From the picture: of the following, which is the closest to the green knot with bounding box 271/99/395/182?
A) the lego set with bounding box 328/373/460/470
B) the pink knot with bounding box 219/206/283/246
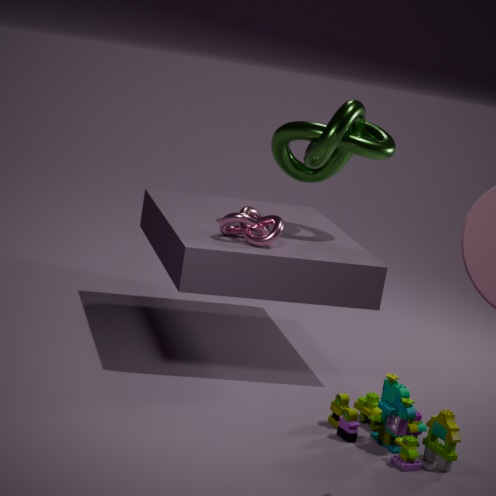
the pink knot with bounding box 219/206/283/246
